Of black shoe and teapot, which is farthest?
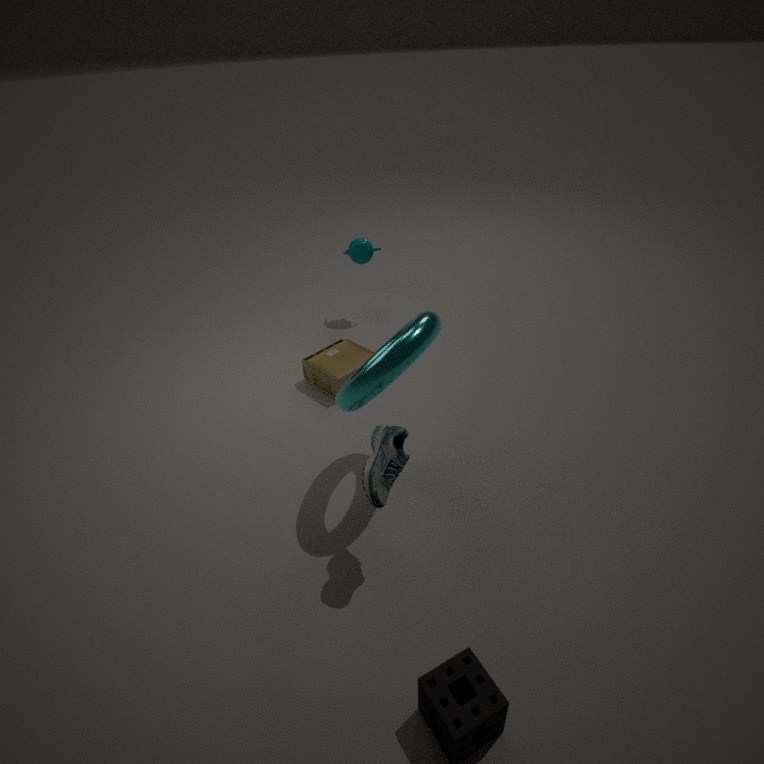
teapot
